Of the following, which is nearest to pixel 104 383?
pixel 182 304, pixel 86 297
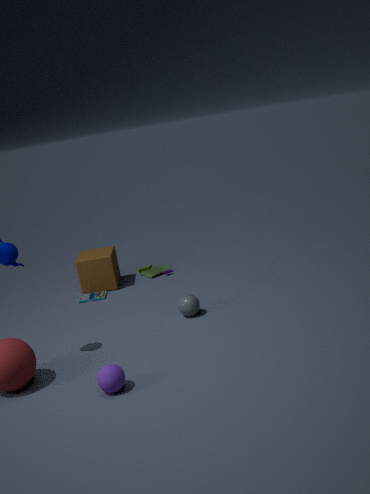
pixel 182 304
